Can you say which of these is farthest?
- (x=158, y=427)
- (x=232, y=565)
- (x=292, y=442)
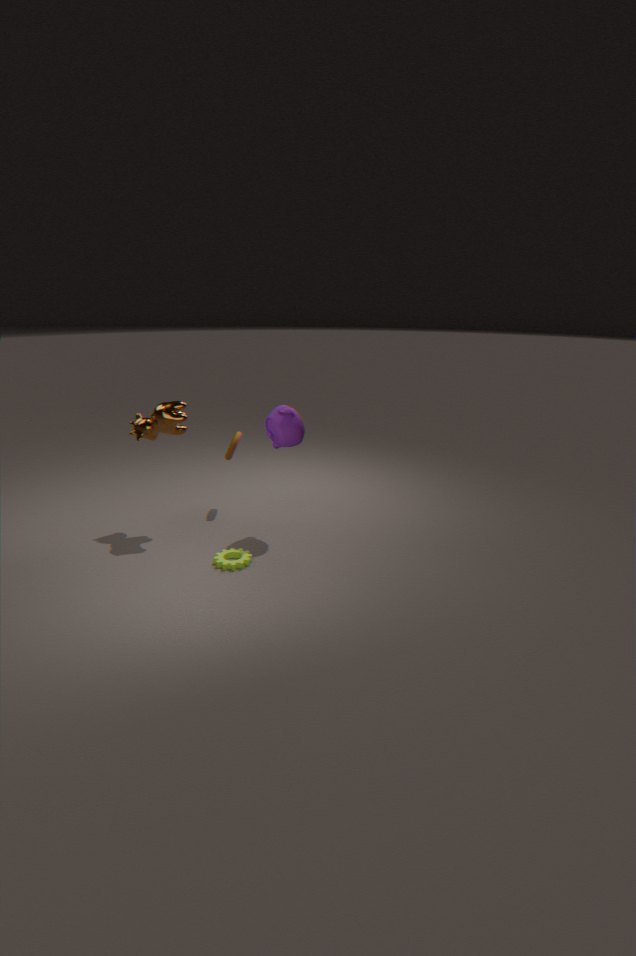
(x=158, y=427)
